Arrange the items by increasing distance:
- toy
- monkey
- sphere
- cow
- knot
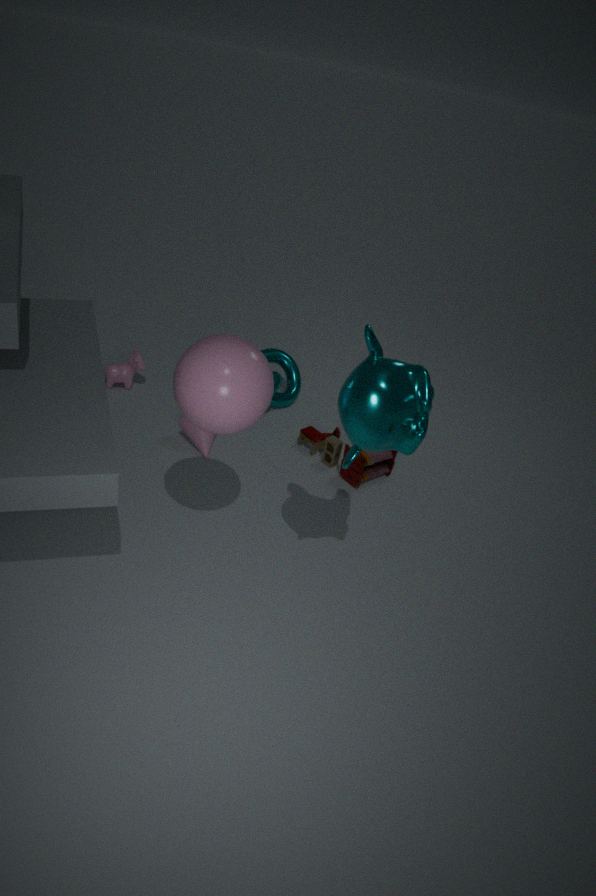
monkey < sphere < toy < knot < cow
